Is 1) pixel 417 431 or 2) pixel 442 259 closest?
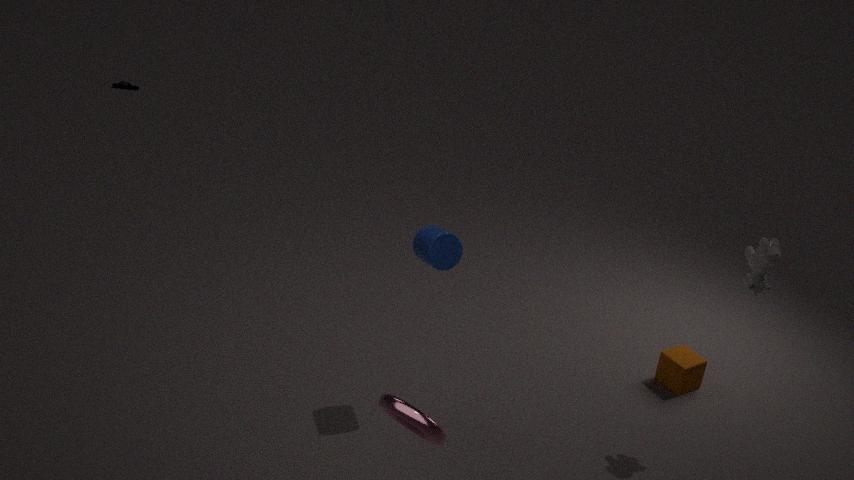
1. pixel 417 431
